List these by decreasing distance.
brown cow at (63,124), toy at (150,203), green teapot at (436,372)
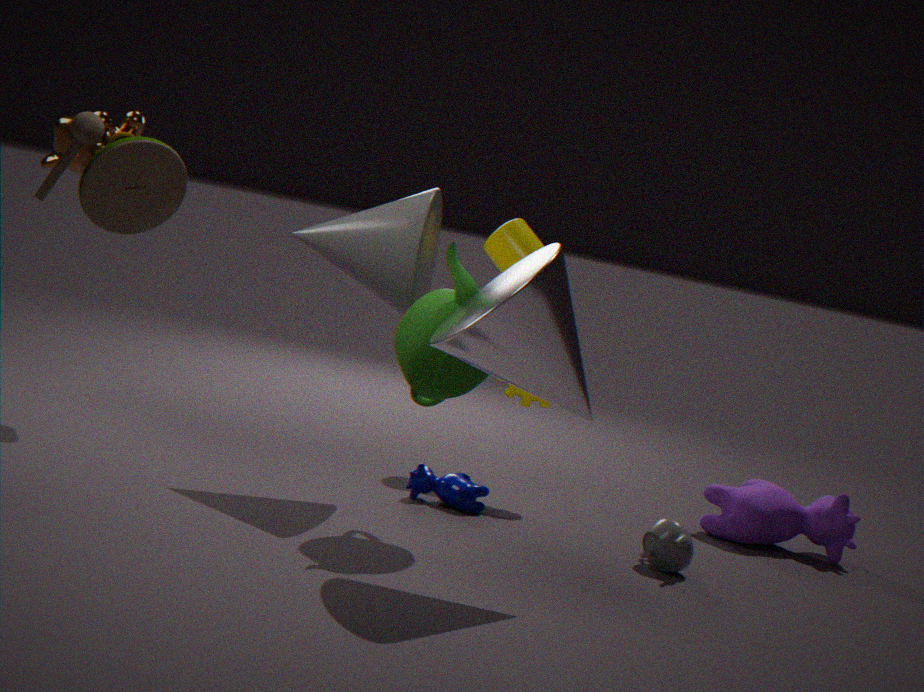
brown cow at (63,124), green teapot at (436,372), toy at (150,203)
